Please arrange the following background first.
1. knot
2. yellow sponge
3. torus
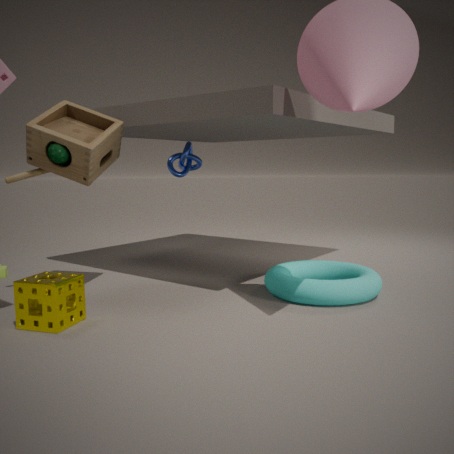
1. knot
2. torus
3. yellow sponge
